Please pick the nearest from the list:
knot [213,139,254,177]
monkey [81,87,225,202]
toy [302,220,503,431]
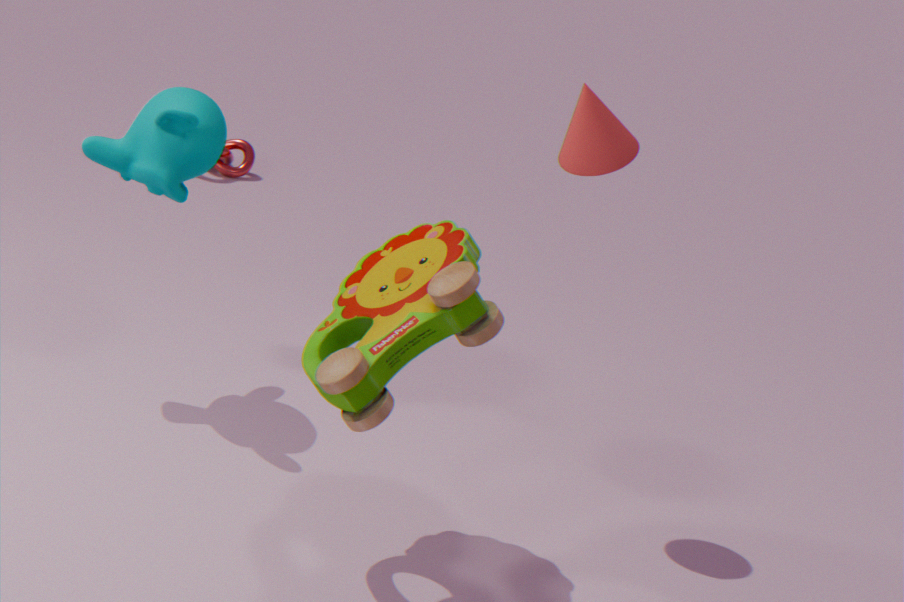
toy [302,220,503,431]
